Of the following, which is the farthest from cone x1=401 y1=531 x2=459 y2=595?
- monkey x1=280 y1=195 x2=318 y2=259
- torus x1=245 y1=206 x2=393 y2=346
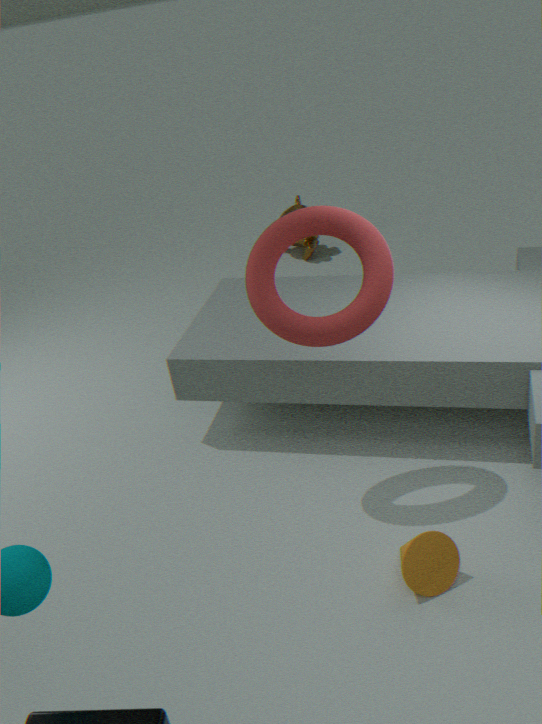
monkey x1=280 y1=195 x2=318 y2=259
